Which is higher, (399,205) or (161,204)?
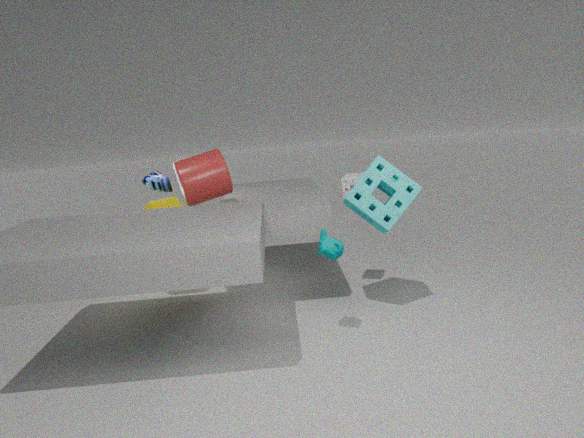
(399,205)
